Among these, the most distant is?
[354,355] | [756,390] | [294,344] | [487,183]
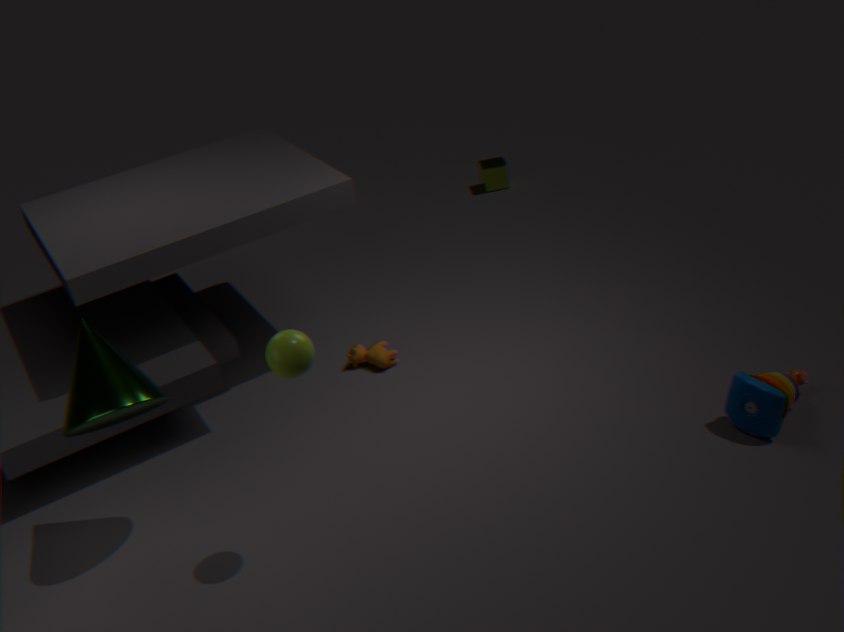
[487,183]
